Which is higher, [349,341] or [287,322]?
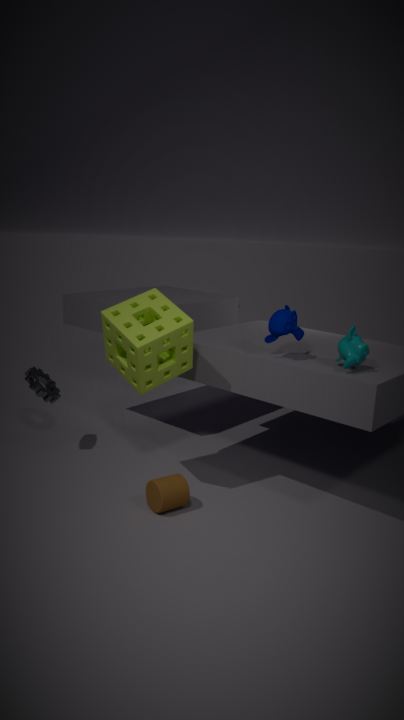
[287,322]
